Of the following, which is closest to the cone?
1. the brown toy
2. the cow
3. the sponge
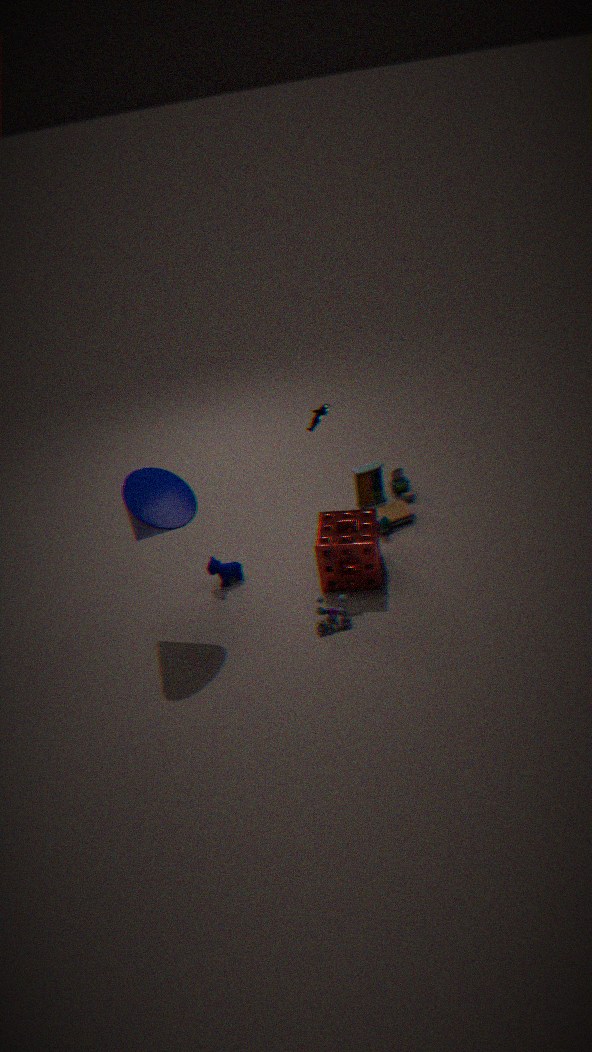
the cow
